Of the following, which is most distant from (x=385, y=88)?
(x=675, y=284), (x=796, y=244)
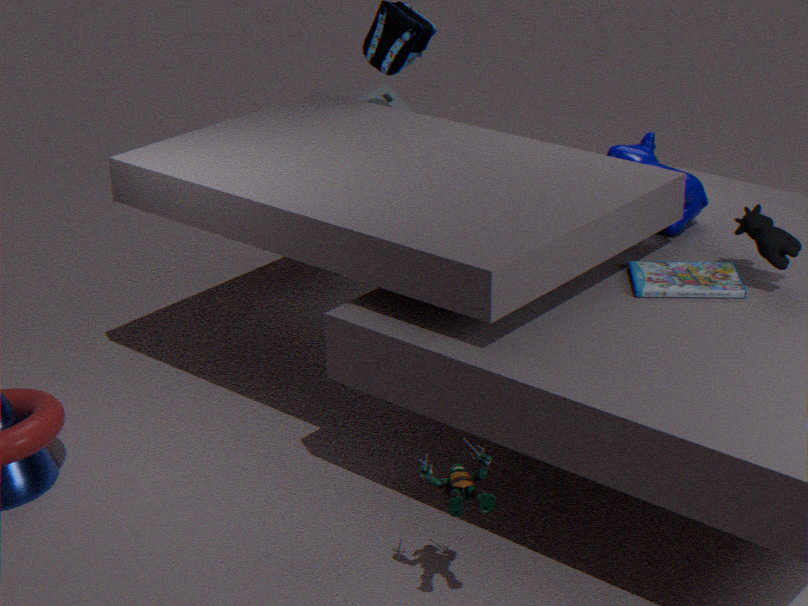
(x=796, y=244)
